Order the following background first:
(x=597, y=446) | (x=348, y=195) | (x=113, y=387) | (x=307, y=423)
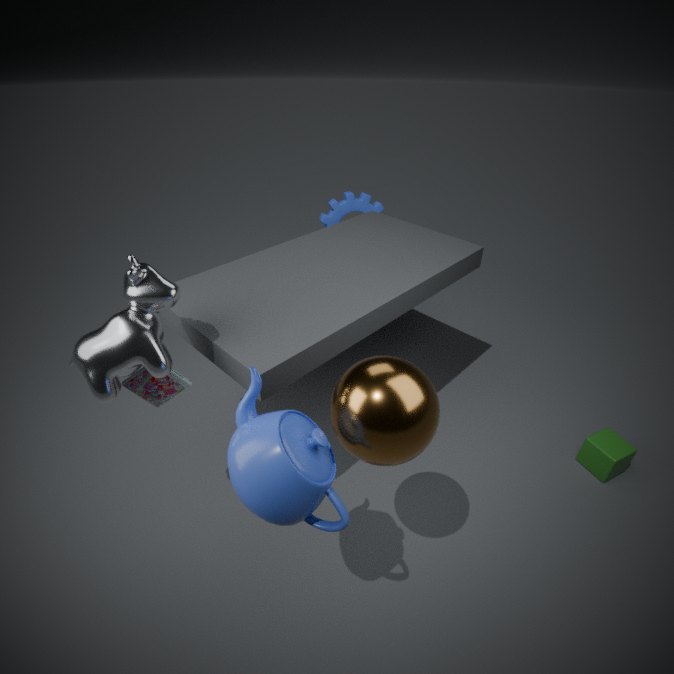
1. (x=348, y=195)
2. (x=597, y=446)
3. (x=113, y=387)
4. (x=307, y=423)
